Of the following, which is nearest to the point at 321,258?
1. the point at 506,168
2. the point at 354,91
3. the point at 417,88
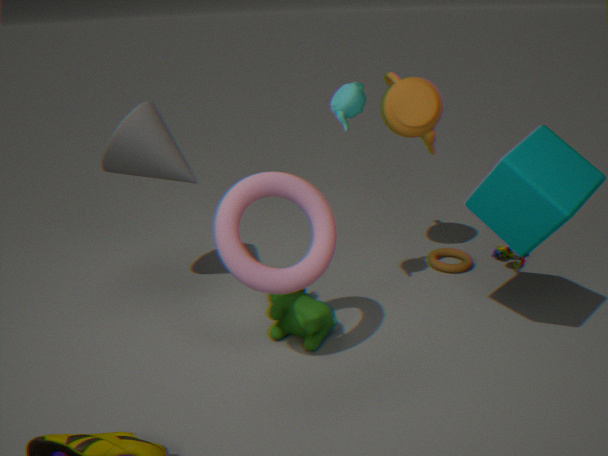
the point at 354,91
